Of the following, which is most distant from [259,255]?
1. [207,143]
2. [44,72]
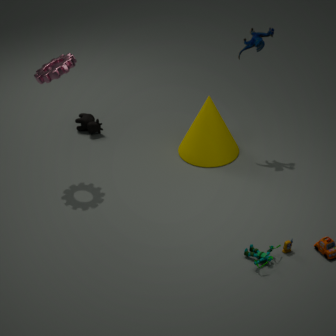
[44,72]
